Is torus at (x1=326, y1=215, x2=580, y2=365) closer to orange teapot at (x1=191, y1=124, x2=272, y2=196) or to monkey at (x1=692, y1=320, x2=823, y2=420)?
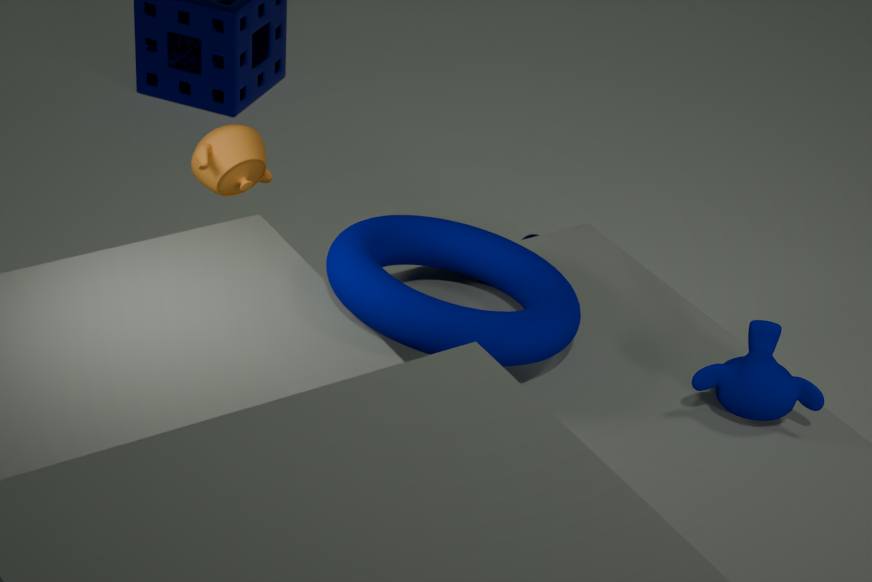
orange teapot at (x1=191, y1=124, x2=272, y2=196)
